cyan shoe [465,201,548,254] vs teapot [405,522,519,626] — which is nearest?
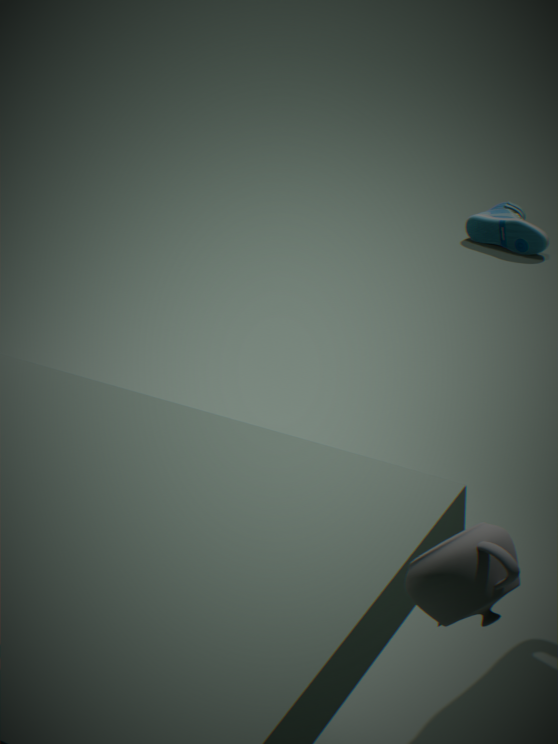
teapot [405,522,519,626]
